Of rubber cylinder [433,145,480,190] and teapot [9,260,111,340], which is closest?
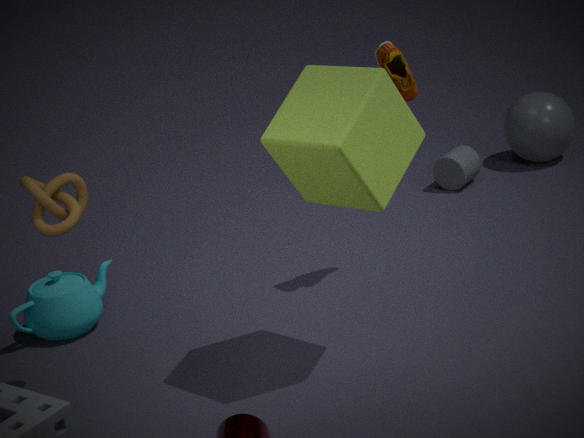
teapot [9,260,111,340]
